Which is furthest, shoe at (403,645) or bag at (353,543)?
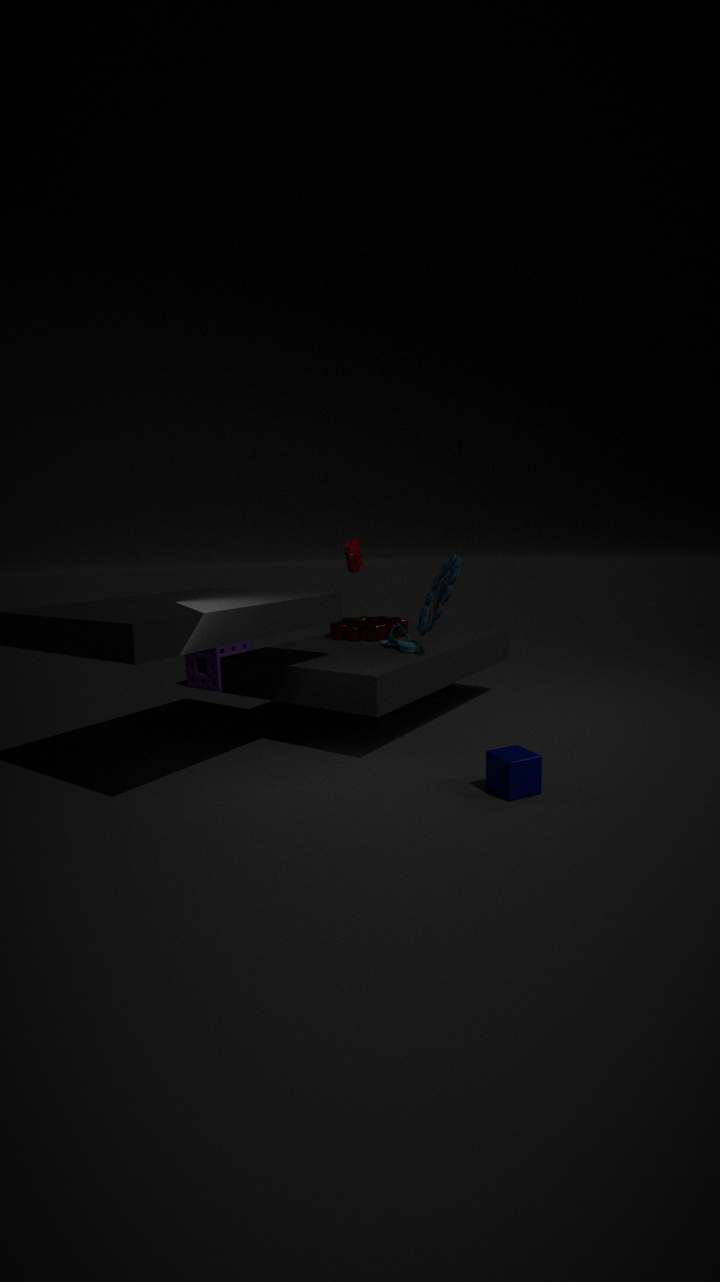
bag at (353,543)
